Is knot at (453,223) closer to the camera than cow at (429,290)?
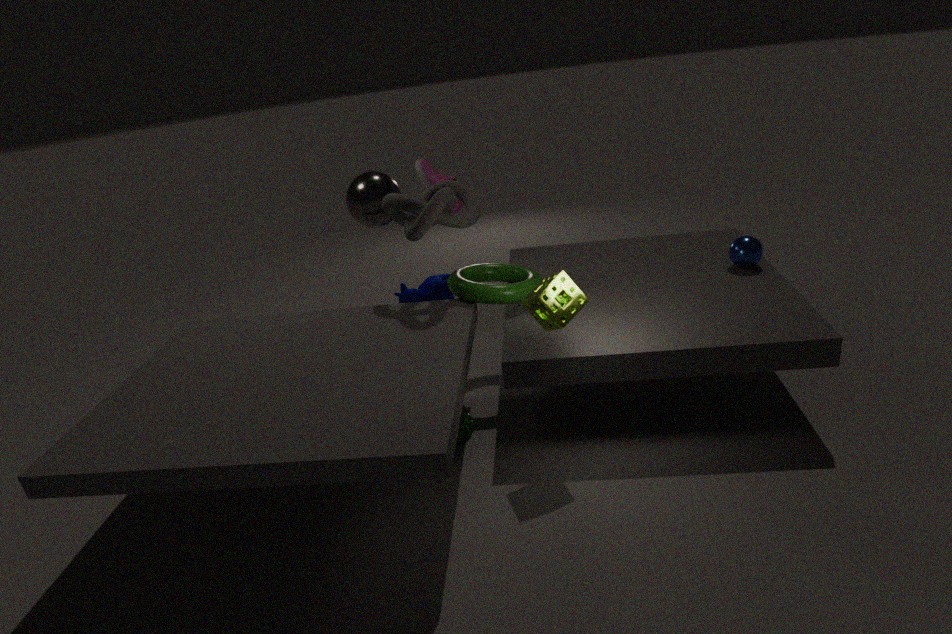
Yes
